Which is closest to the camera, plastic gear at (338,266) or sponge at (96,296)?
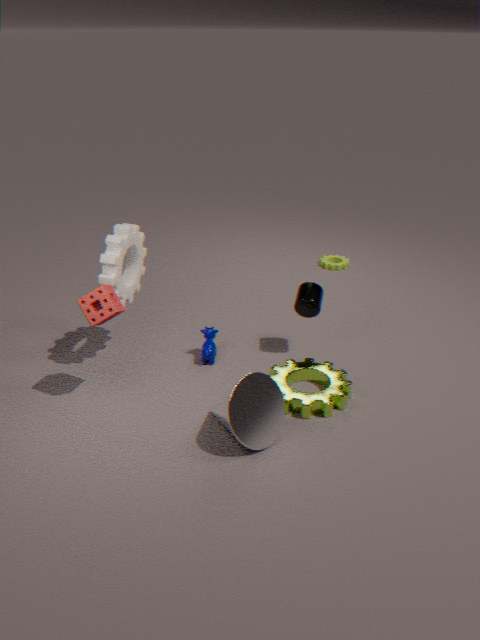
sponge at (96,296)
